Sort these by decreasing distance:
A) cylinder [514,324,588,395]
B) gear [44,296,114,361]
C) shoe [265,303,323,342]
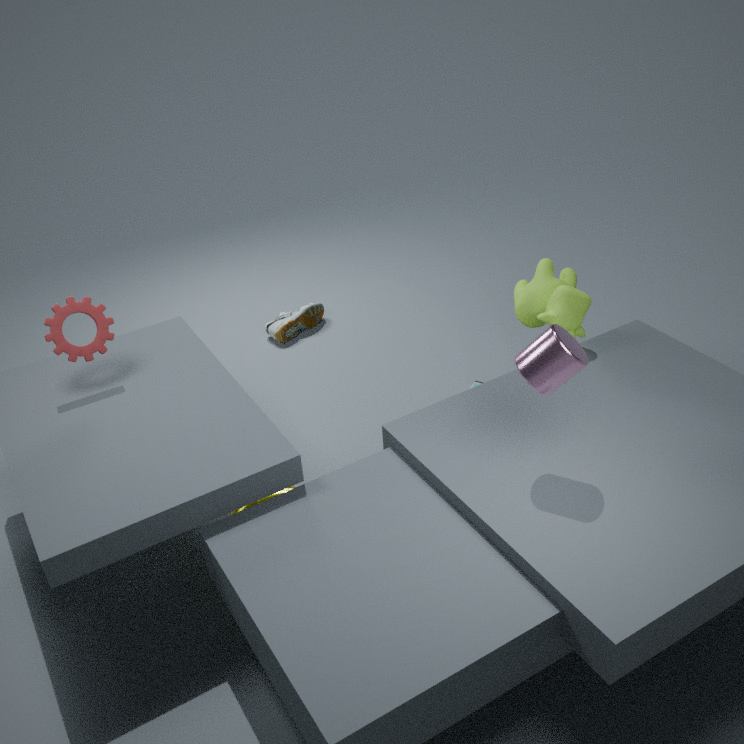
shoe [265,303,323,342] < gear [44,296,114,361] < cylinder [514,324,588,395]
